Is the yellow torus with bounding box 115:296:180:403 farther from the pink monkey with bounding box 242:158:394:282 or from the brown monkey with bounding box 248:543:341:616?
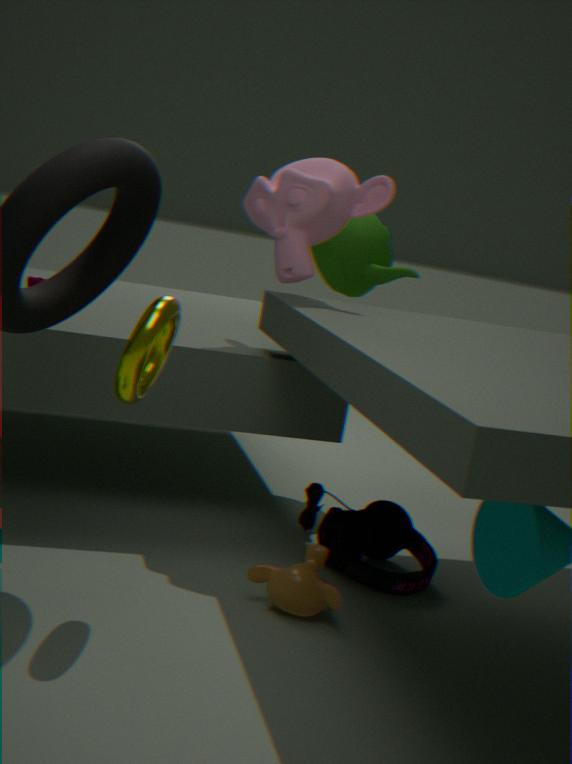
the pink monkey with bounding box 242:158:394:282
